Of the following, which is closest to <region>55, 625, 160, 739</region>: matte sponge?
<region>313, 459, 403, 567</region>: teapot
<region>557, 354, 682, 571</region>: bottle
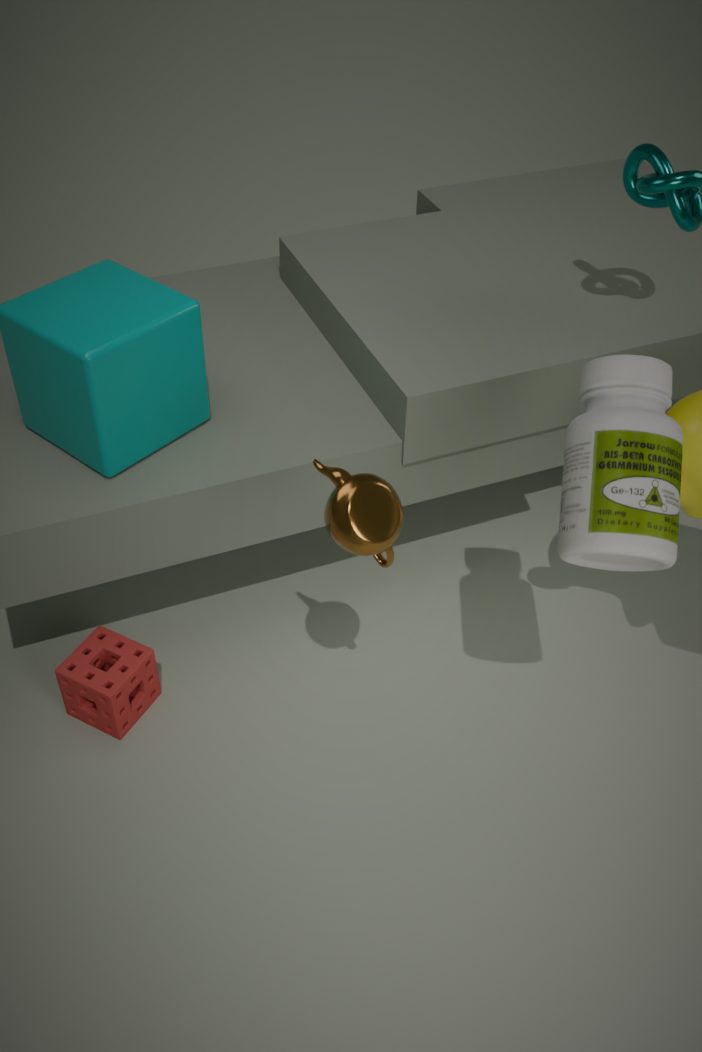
<region>313, 459, 403, 567</region>: teapot
